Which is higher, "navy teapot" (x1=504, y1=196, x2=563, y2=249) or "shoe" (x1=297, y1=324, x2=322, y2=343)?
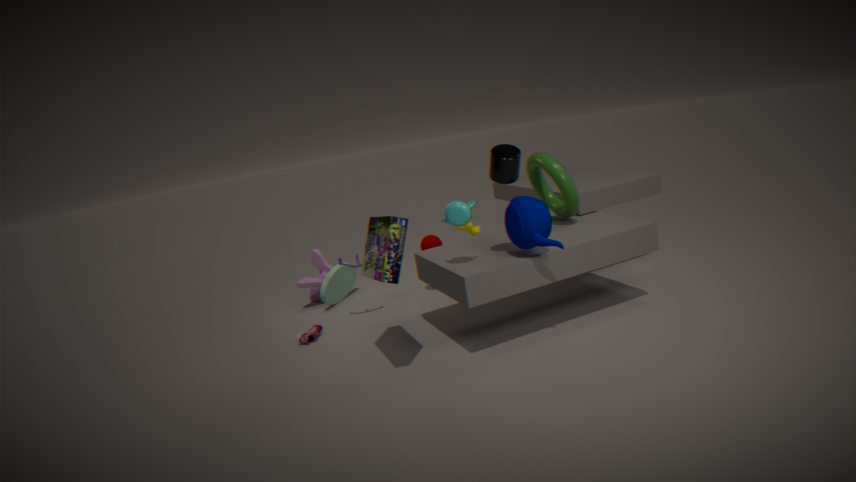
"navy teapot" (x1=504, y1=196, x2=563, y2=249)
